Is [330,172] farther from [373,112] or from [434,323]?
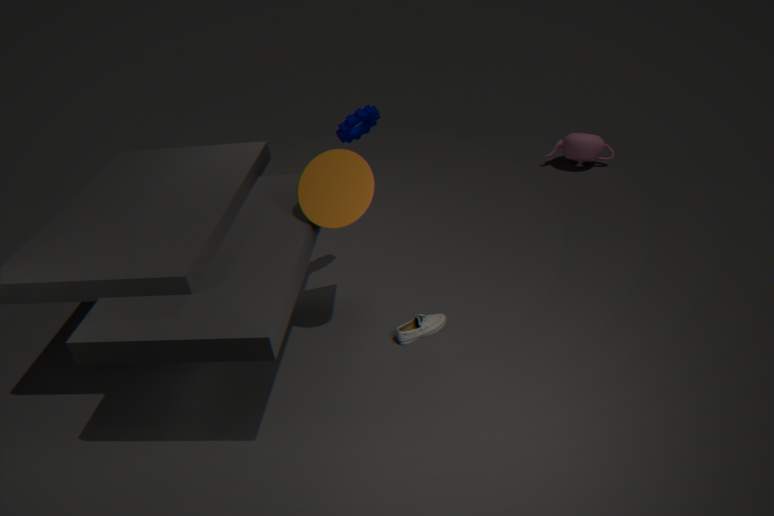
[434,323]
